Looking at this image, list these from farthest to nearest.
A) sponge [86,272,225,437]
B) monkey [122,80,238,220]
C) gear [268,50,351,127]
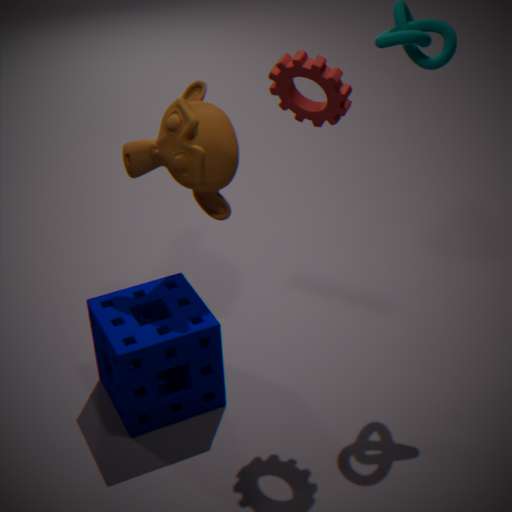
monkey [122,80,238,220], sponge [86,272,225,437], gear [268,50,351,127]
